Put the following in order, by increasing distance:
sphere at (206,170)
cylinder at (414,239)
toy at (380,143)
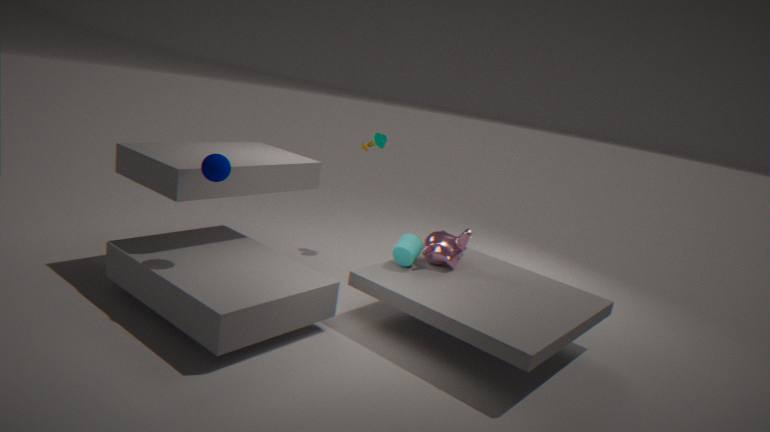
sphere at (206,170) → cylinder at (414,239) → toy at (380,143)
